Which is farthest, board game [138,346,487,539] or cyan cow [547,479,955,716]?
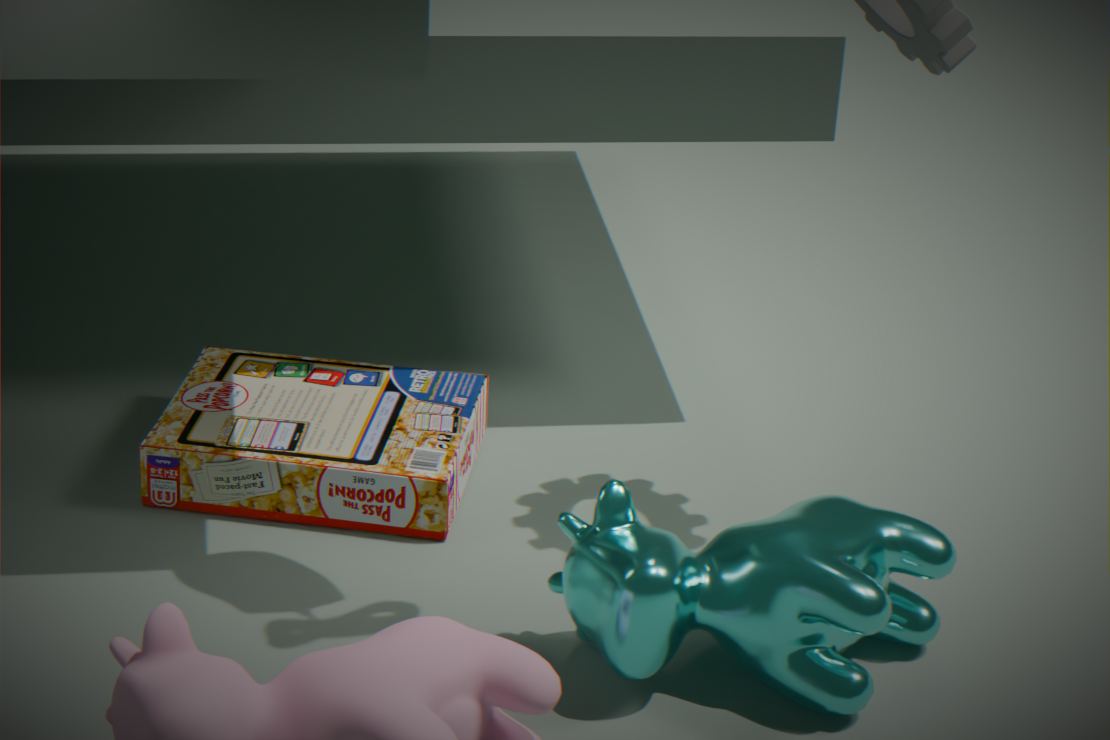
board game [138,346,487,539]
